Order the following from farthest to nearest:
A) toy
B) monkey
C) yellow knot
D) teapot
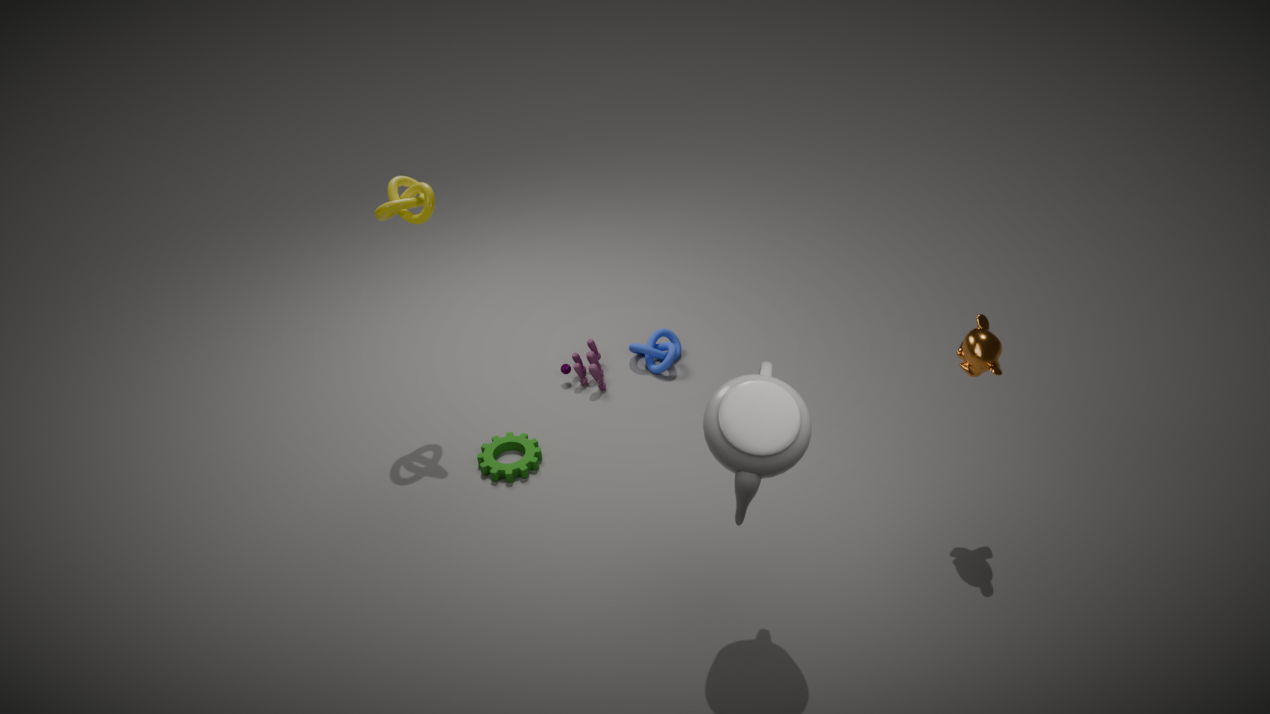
A. toy
C. yellow knot
B. monkey
D. teapot
